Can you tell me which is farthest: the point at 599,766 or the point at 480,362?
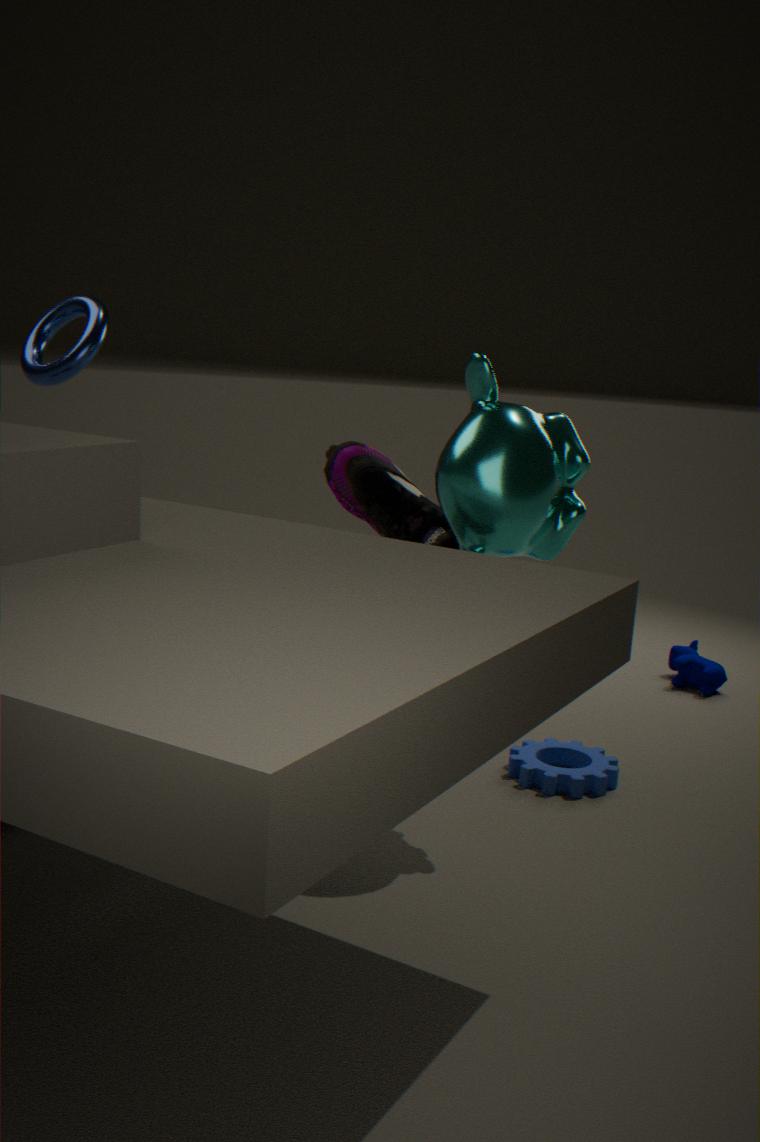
the point at 599,766
